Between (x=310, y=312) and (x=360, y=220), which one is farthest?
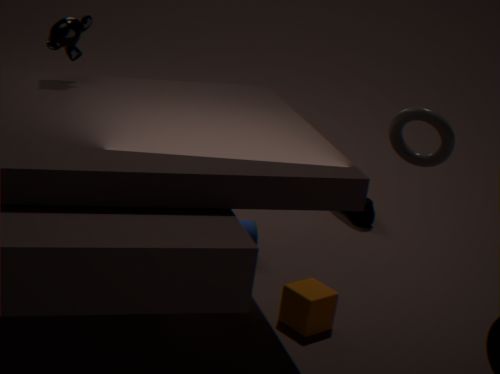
(x=360, y=220)
